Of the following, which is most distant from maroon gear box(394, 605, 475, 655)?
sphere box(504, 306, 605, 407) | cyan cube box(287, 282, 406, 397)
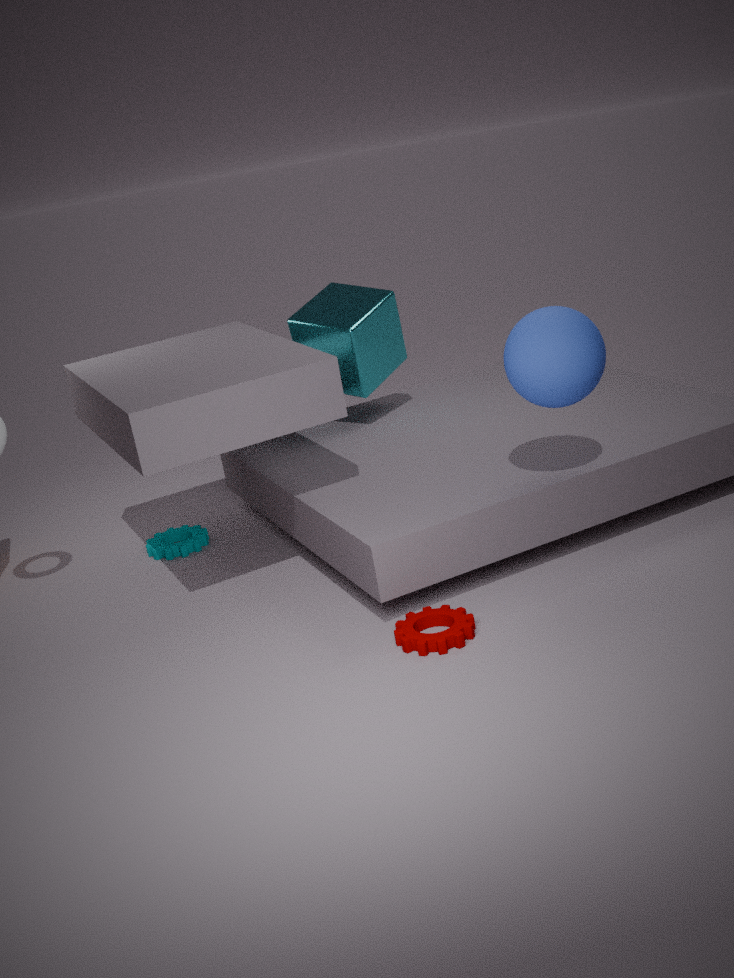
cyan cube box(287, 282, 406, 397)
